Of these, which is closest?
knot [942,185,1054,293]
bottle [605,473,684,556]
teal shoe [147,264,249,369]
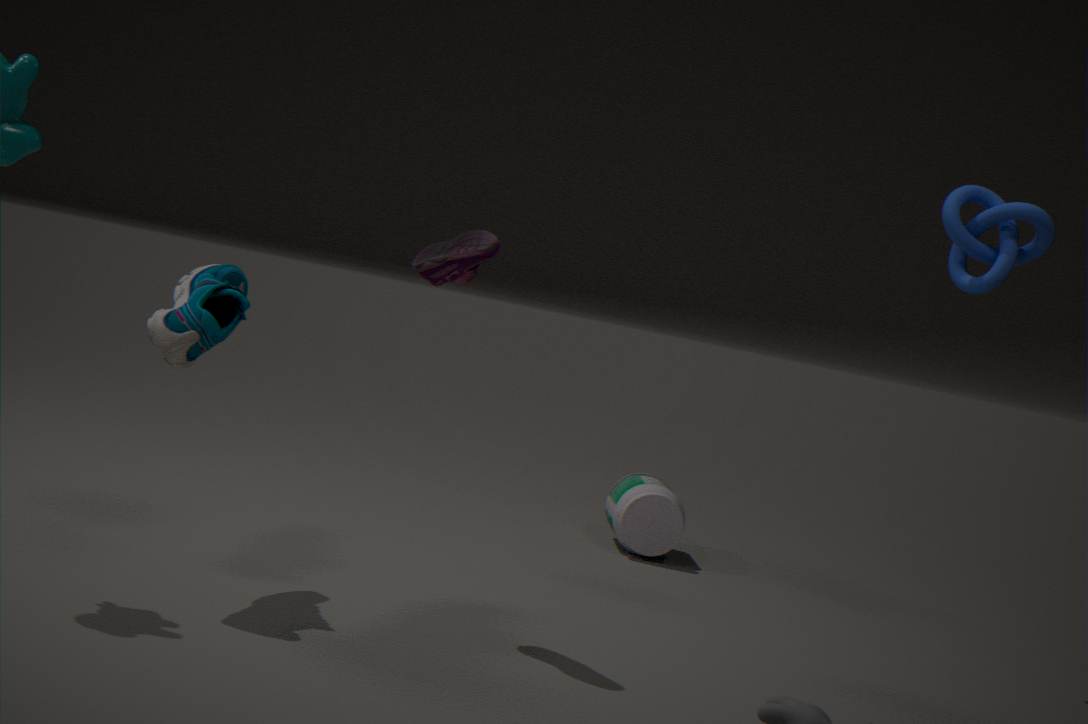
teal shoe [147,264,249,369]
